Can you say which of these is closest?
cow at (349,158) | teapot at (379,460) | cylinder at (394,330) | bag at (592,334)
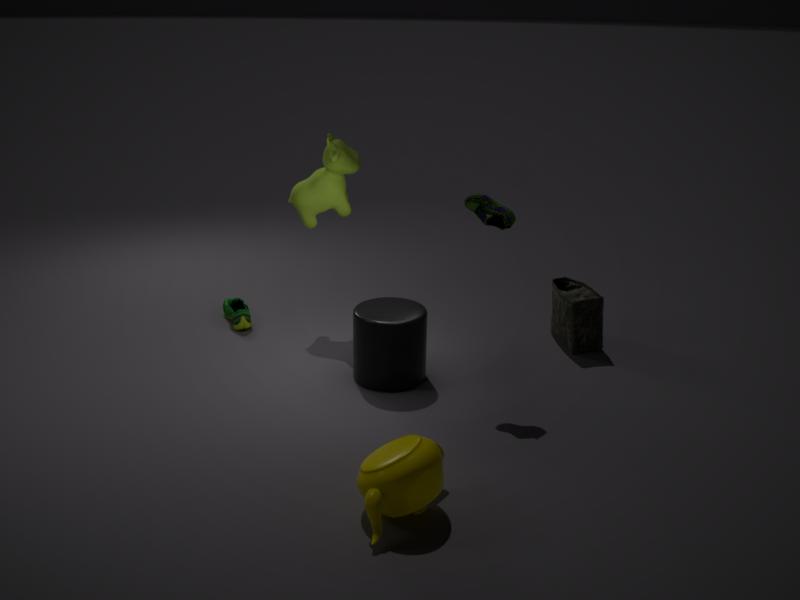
teapot at (379,460)
